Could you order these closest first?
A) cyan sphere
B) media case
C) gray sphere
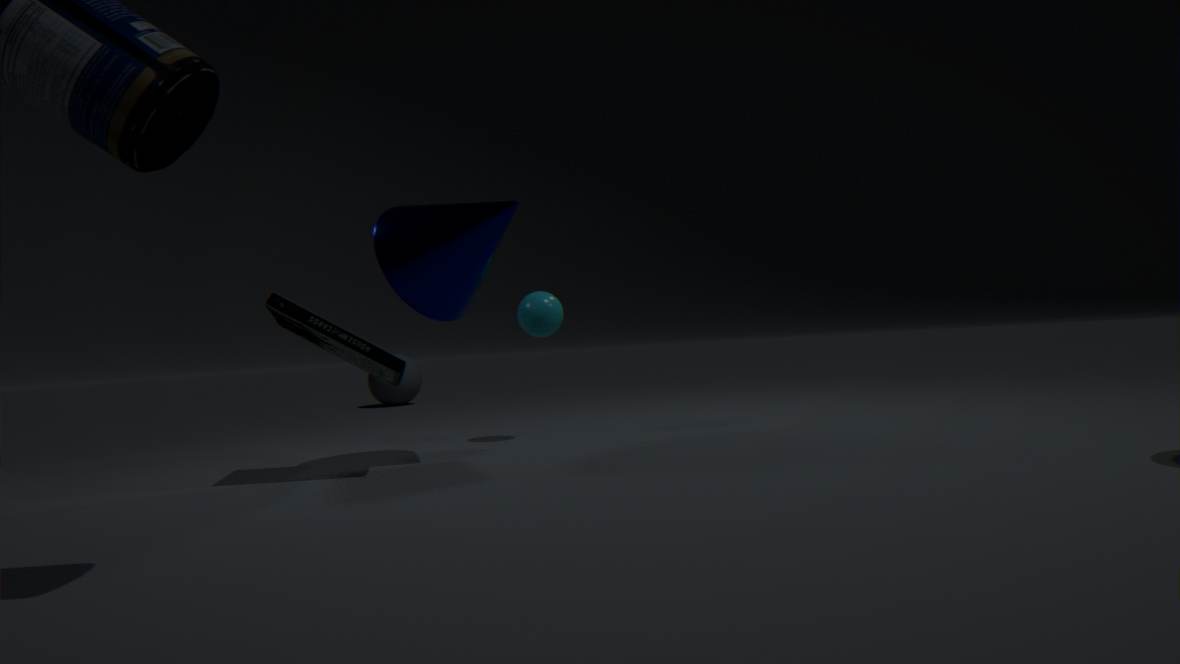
B. media case < A. cyan sphere < C. gray sphere
